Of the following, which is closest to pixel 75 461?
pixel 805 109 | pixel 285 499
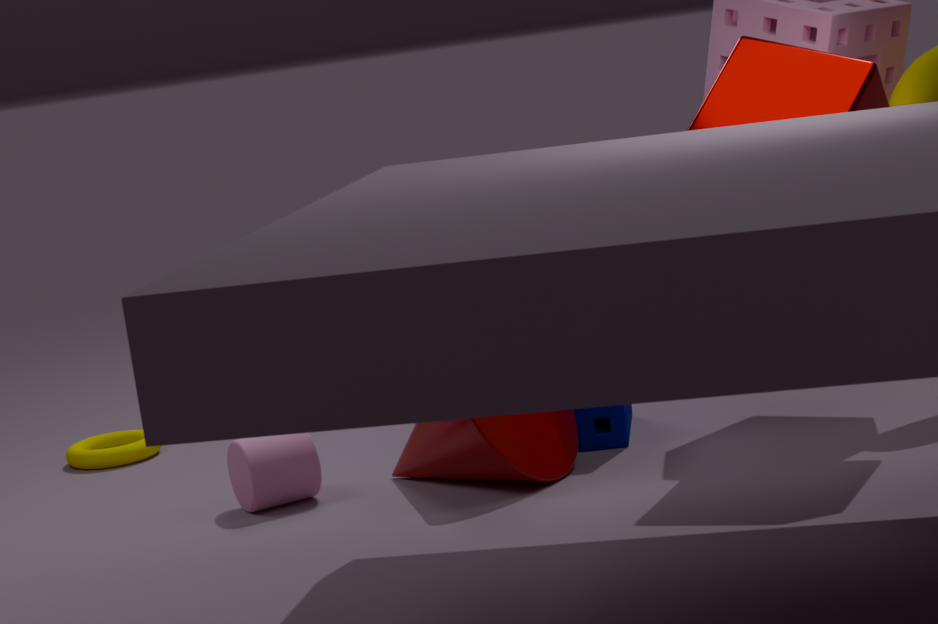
pixel 285 499
